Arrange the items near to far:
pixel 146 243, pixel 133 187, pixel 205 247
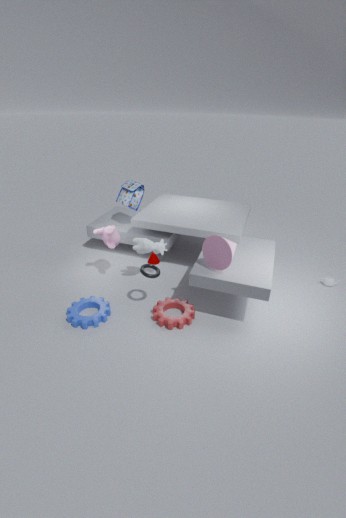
pixel 205 247 → pixel 146 243 → pixel 133 187
